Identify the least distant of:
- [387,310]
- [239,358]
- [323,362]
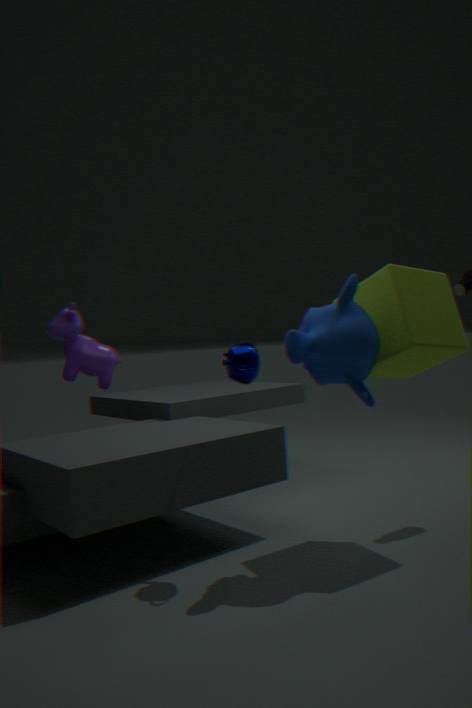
[323,362]
